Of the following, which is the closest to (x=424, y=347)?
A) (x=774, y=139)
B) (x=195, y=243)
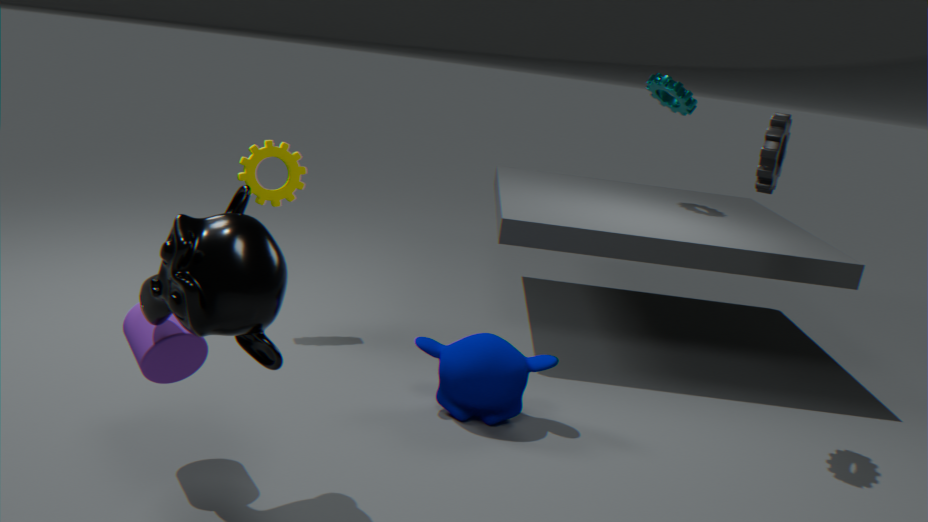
(x=195, y=243)
